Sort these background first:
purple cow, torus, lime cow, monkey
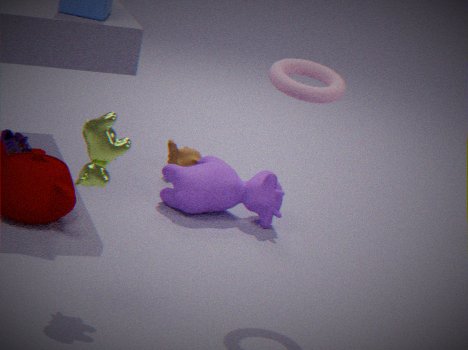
1. monkey
2. purple cow
3. torus
4. lime cow
